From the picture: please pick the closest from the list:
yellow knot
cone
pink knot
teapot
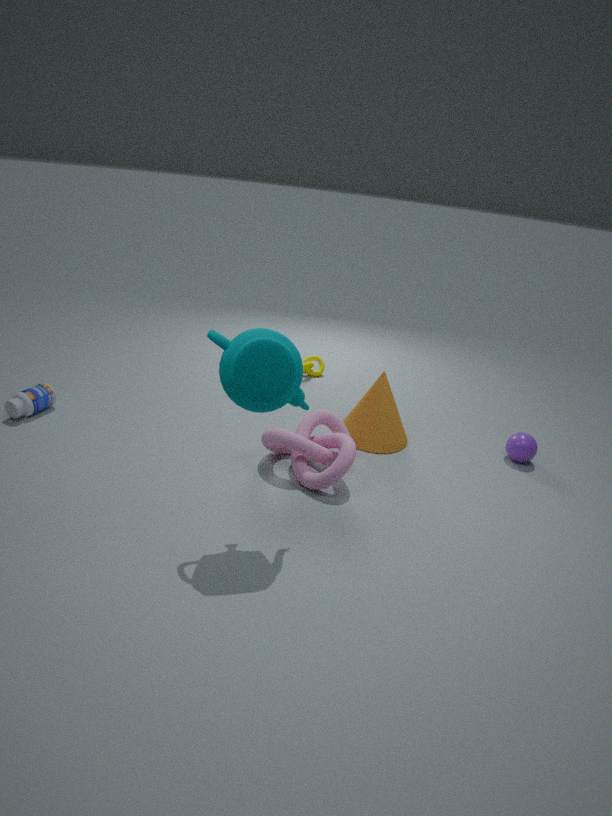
teapot
